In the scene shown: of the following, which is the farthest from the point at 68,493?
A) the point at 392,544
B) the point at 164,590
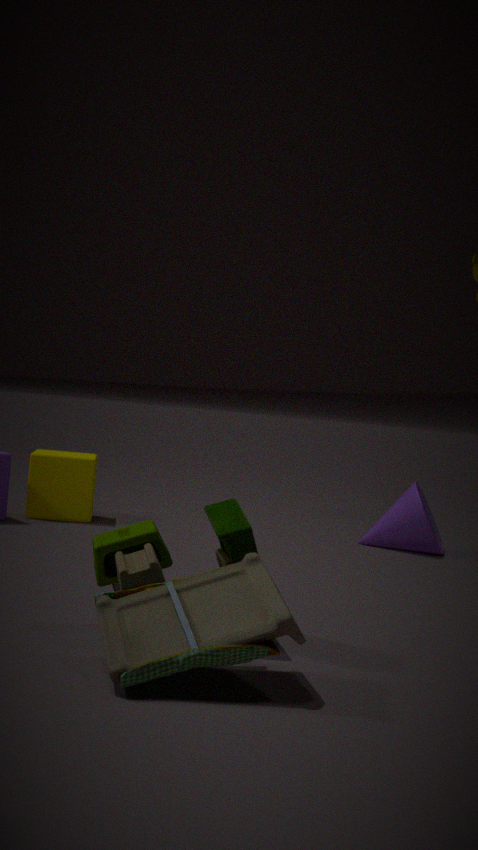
Answer: the point at 164,590
